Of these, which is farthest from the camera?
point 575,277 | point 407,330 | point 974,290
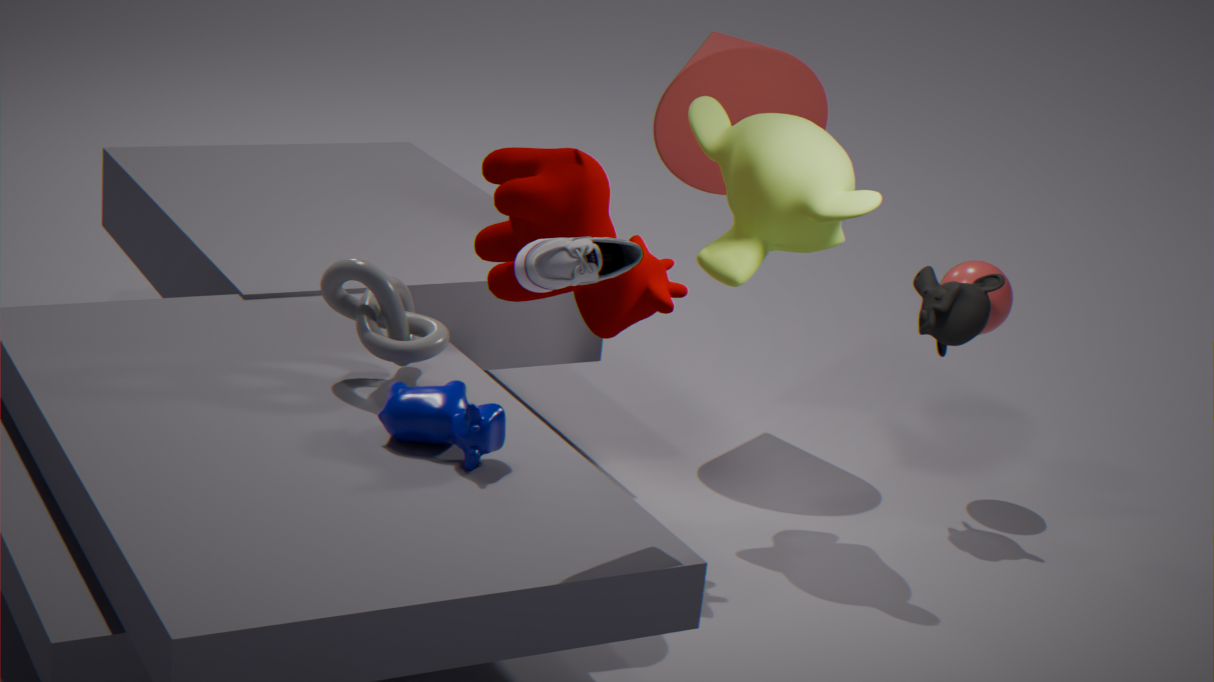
point 974,290
